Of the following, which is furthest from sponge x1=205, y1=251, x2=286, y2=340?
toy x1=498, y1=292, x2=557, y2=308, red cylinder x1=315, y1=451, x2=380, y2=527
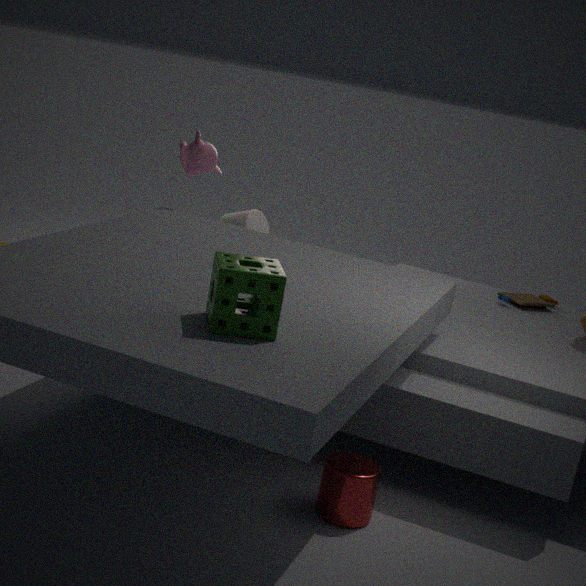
toy x1=498, y1=292, x2=557, y2=308
